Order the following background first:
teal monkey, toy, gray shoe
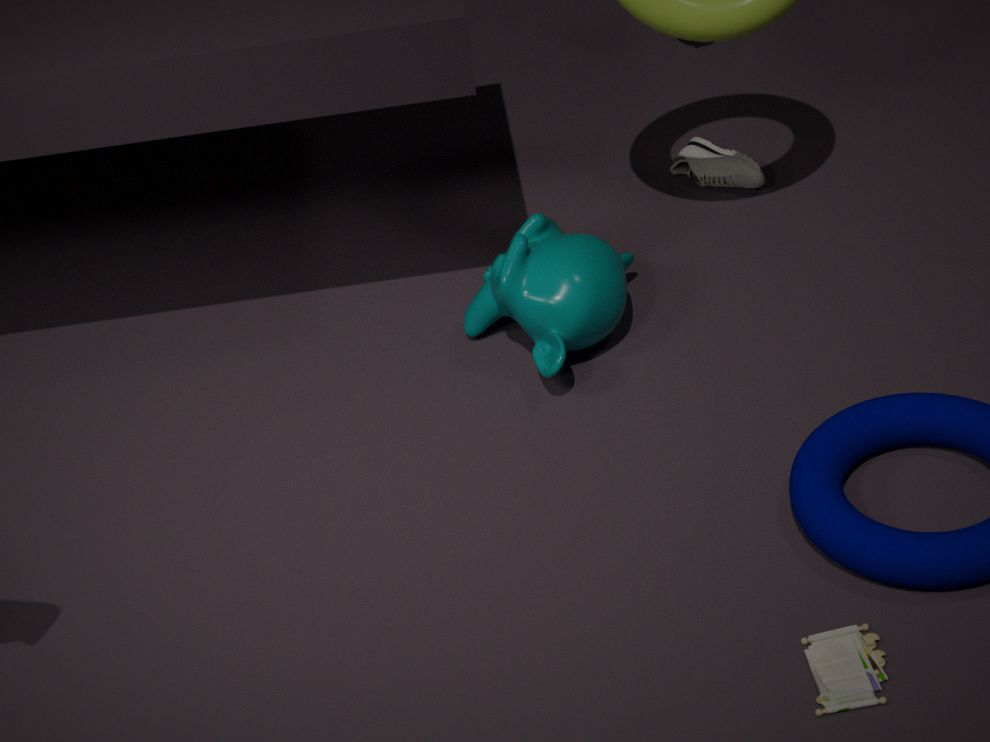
gray shoe, teal monkey, toy
